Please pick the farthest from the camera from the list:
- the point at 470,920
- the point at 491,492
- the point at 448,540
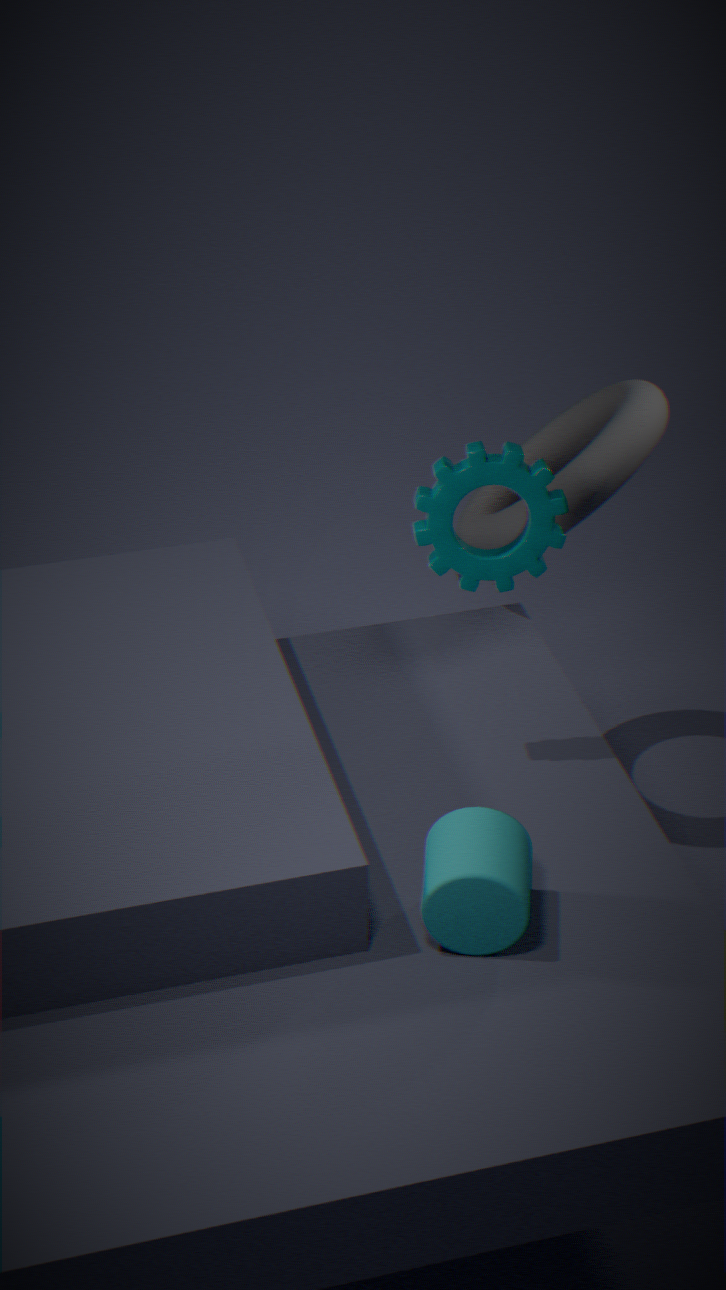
the point at 491,492
